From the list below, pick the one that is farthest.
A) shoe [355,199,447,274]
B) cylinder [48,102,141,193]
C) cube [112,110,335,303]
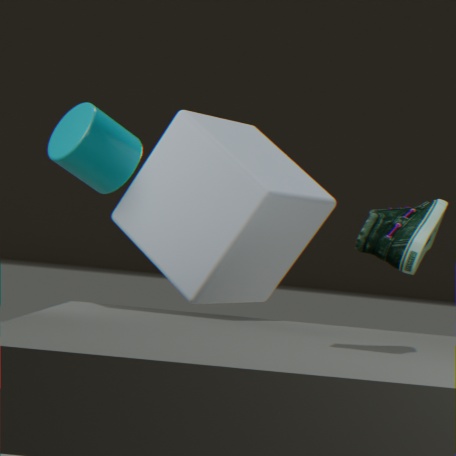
cylinder [48,102,141,193]
